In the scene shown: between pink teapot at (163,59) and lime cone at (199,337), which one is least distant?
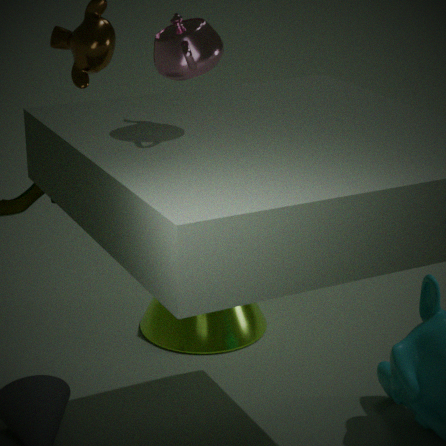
pink teapot at (163,59)
